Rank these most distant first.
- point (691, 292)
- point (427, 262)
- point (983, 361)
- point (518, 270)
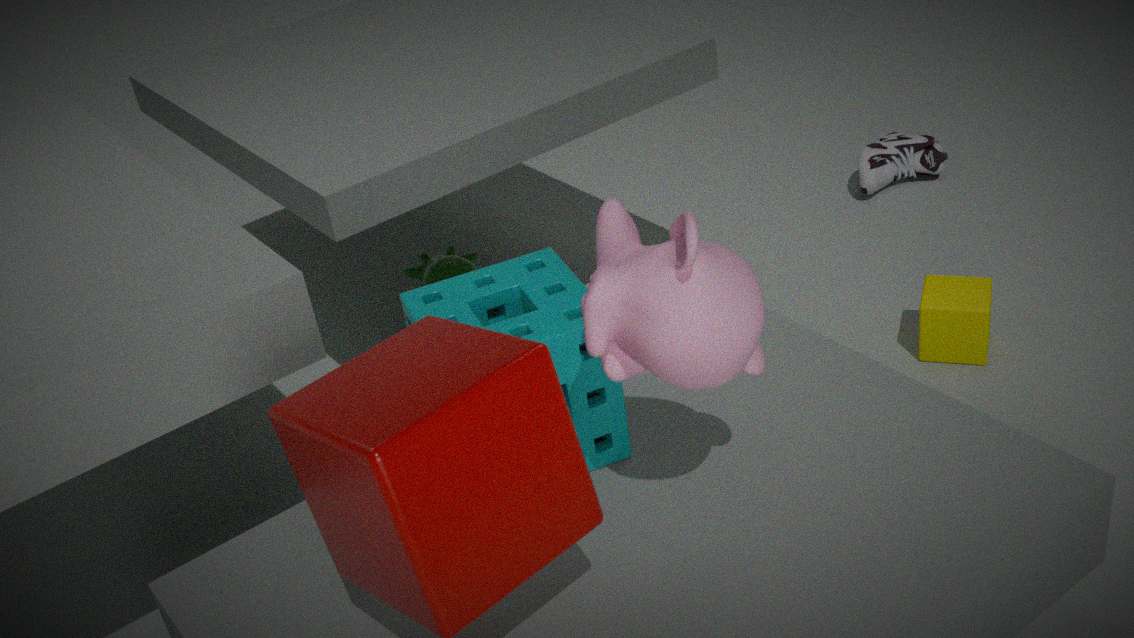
point (427, 262)
point (983, 361)
point (518, 270)
point (691, 292)
